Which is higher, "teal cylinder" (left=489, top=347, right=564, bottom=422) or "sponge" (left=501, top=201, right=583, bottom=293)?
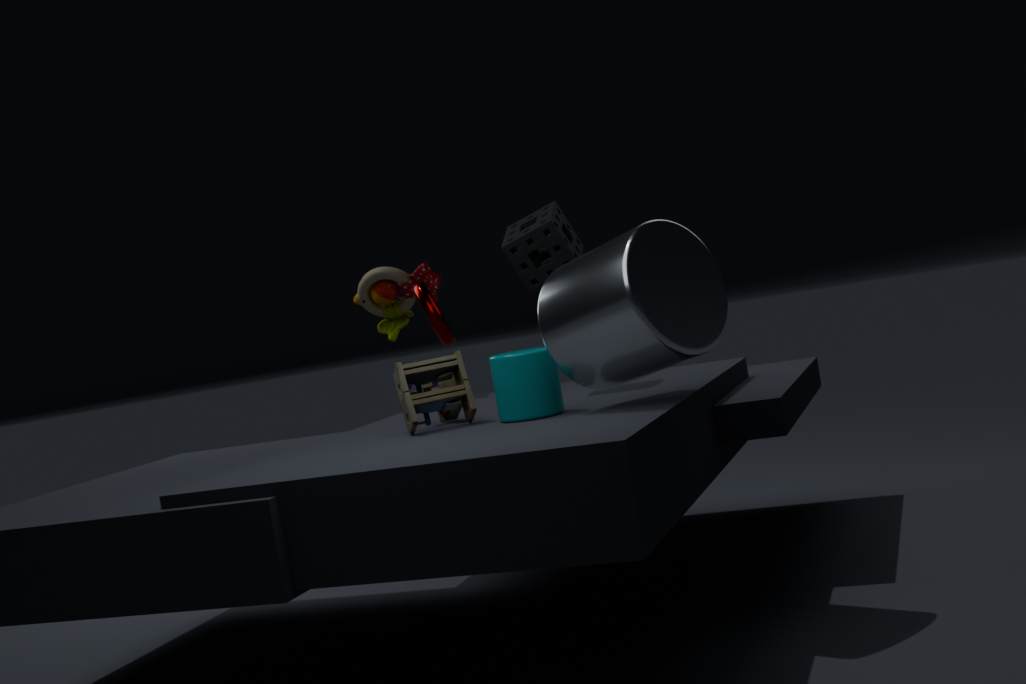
"sponge" (left=501, top=201, right=583, bottom=293)
